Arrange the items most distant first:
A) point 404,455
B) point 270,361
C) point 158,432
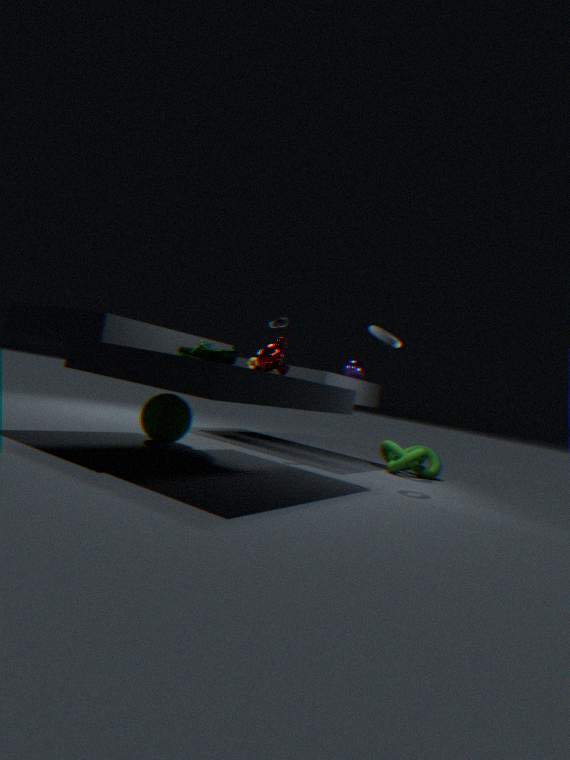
point 404,455 < point 158,432 < point 270,361
